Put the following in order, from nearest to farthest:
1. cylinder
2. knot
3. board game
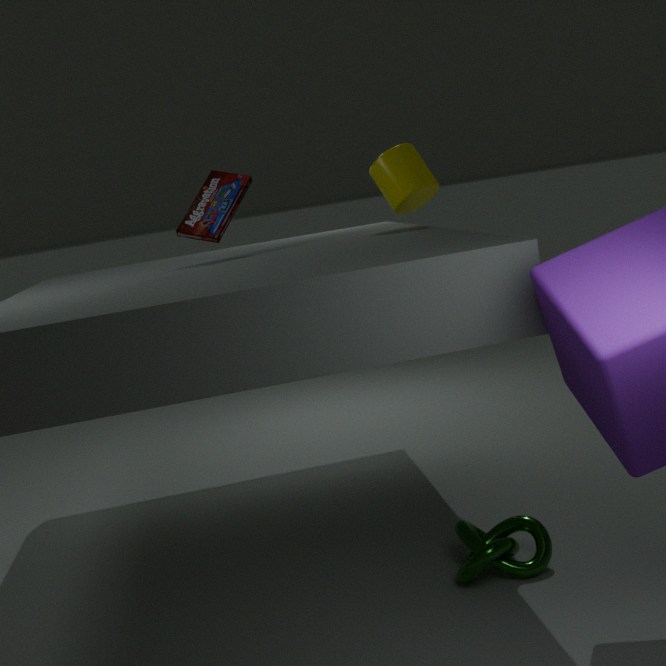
knot
board game
cylinder
